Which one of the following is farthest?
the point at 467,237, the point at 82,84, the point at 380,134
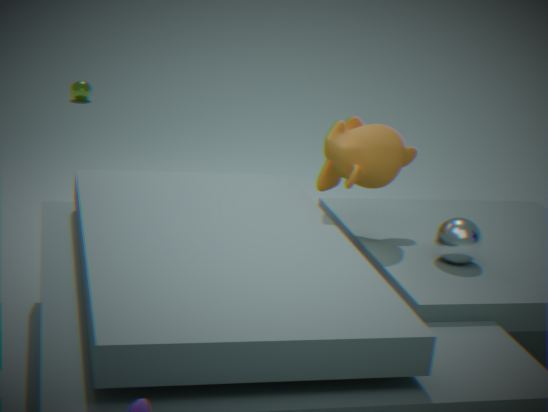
the point at 82,84
